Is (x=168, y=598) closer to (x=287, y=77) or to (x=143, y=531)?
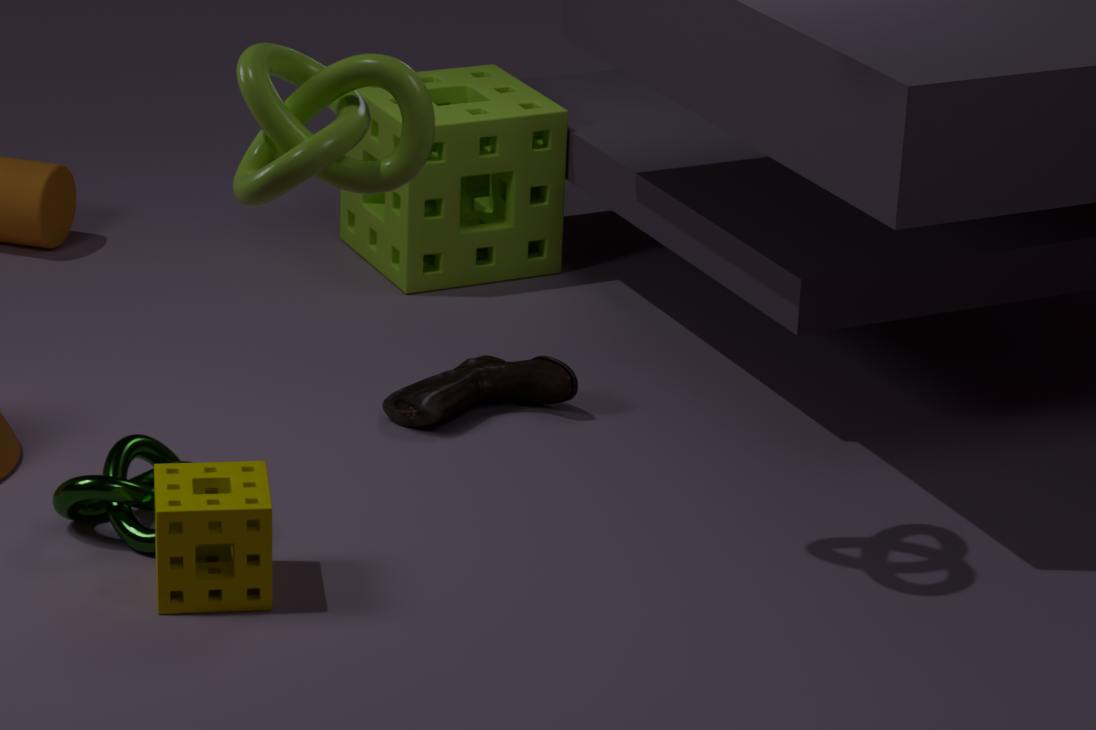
(x=143, y=531)
